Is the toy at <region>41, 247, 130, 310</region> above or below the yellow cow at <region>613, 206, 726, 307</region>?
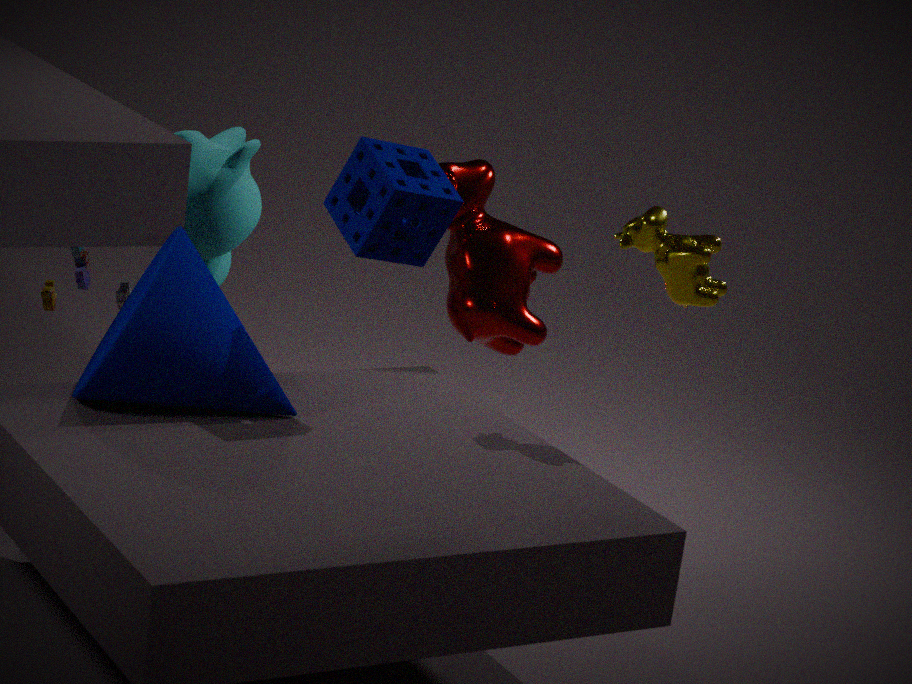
below
